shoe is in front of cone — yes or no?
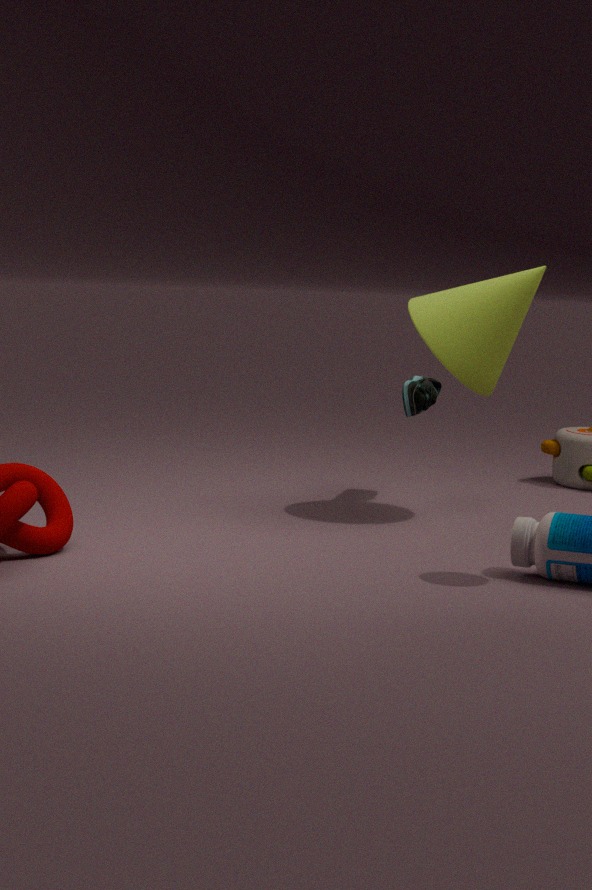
No
